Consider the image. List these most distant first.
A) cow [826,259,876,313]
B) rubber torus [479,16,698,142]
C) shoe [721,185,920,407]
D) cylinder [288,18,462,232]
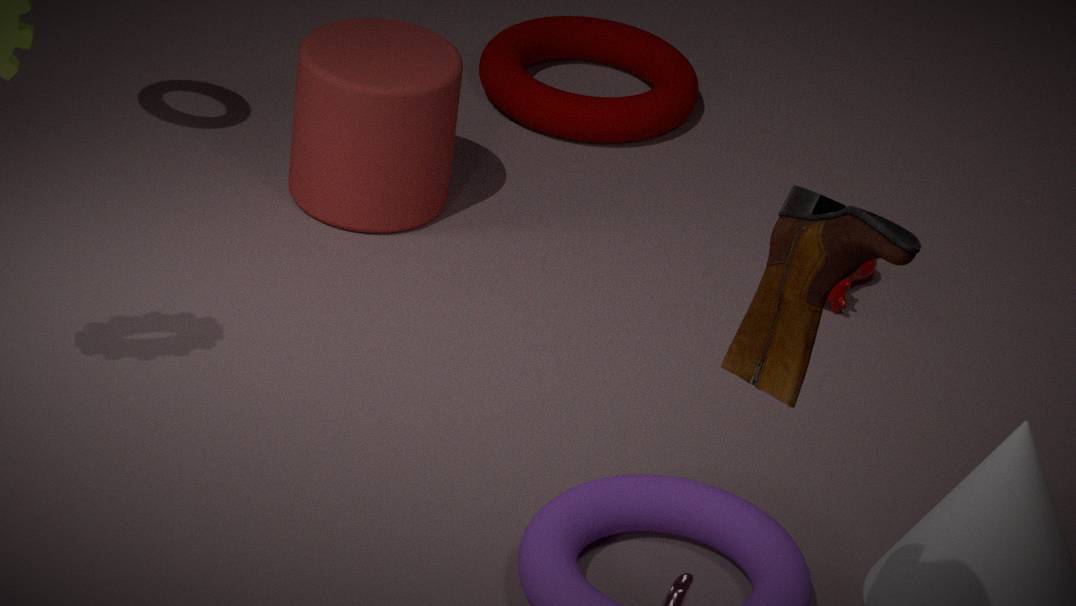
1. rubber torus [479,16,698,142]
2. cow [826,259,876,313]
3. cylinder [288,18,462,232]
4. shoe [721,185,920,407]
